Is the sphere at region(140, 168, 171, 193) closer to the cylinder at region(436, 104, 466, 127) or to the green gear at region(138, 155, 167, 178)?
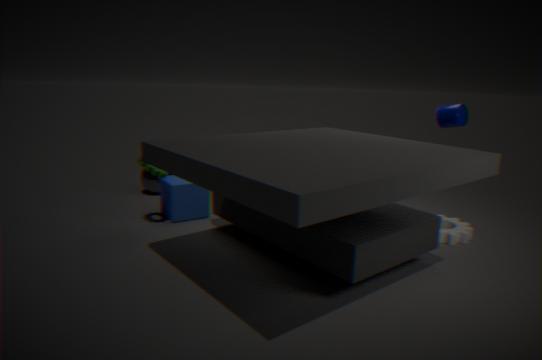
the green gear at region(138, 155, 167, 178)
